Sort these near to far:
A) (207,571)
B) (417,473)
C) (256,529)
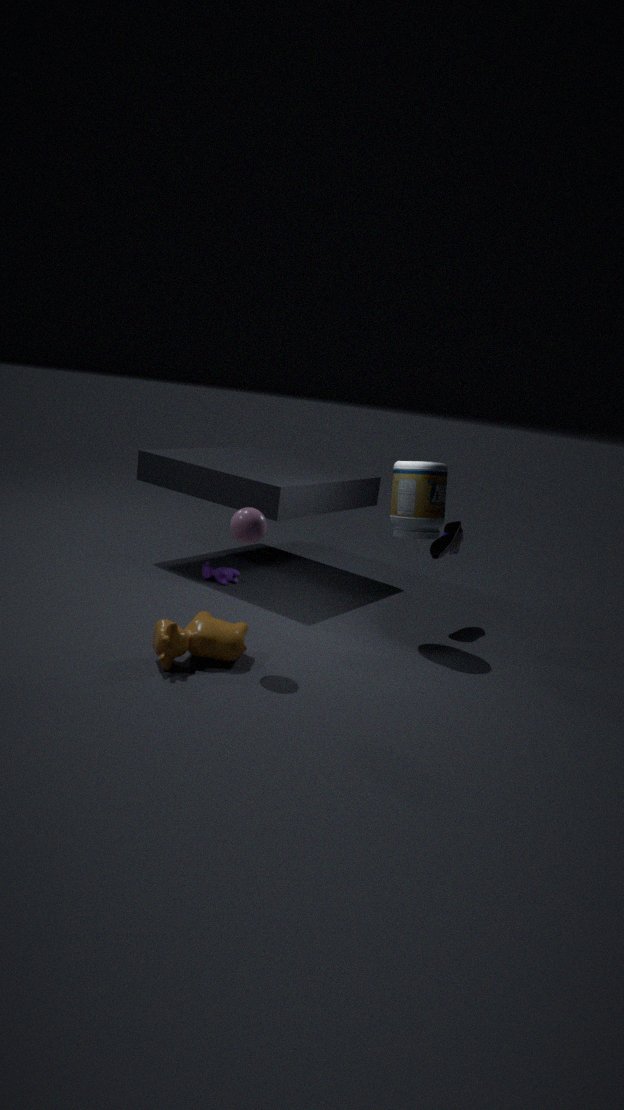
(256,529) < (417,473) < (207,571)
